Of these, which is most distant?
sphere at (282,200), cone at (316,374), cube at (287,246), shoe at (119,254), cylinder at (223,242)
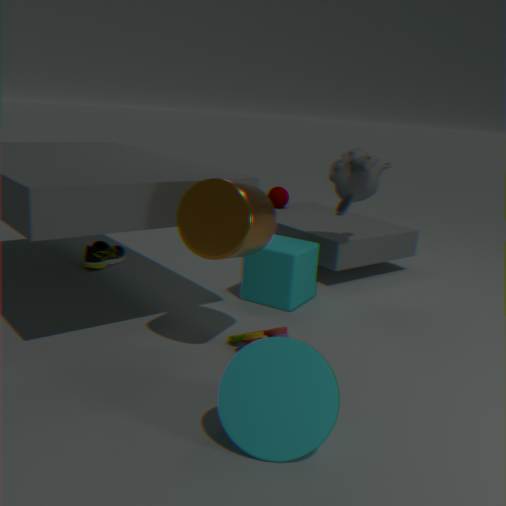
sphere at (282,200)
